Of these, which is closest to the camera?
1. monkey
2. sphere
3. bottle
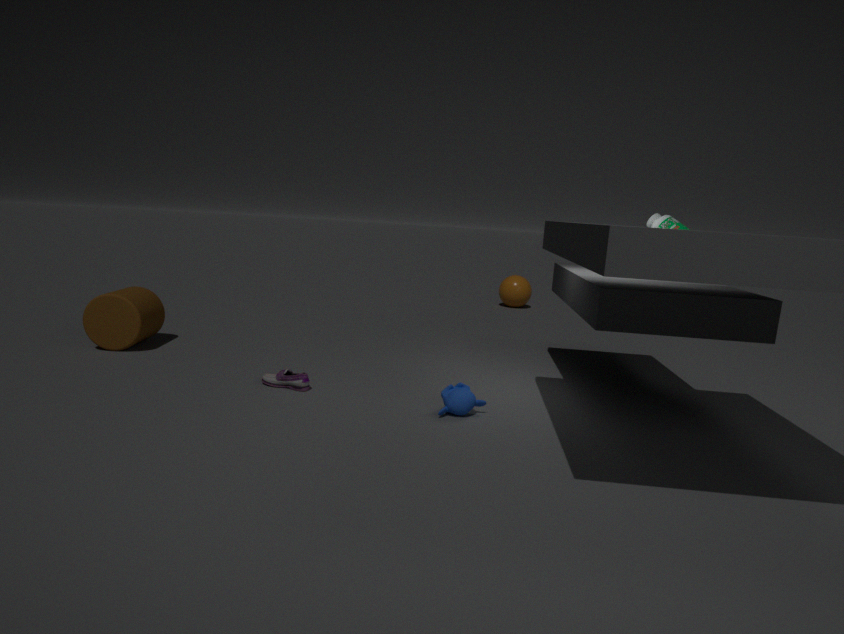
monkey
